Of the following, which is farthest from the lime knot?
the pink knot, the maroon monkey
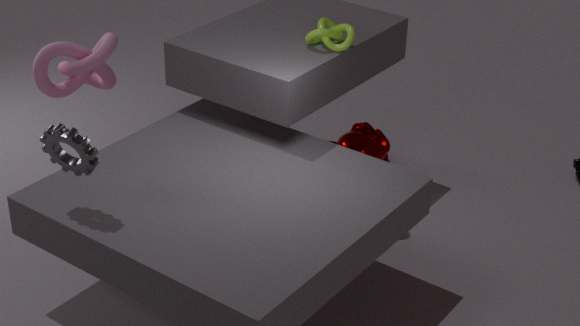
the pink knot
